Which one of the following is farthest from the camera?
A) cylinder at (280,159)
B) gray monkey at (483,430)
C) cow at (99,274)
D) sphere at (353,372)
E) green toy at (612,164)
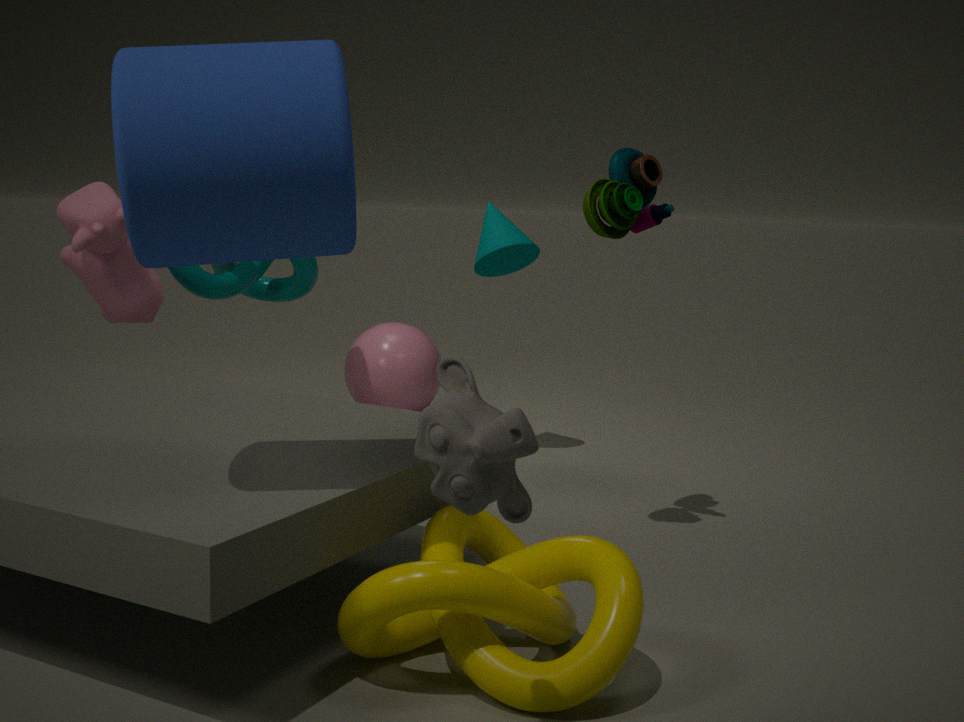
sphere at (353,372)
